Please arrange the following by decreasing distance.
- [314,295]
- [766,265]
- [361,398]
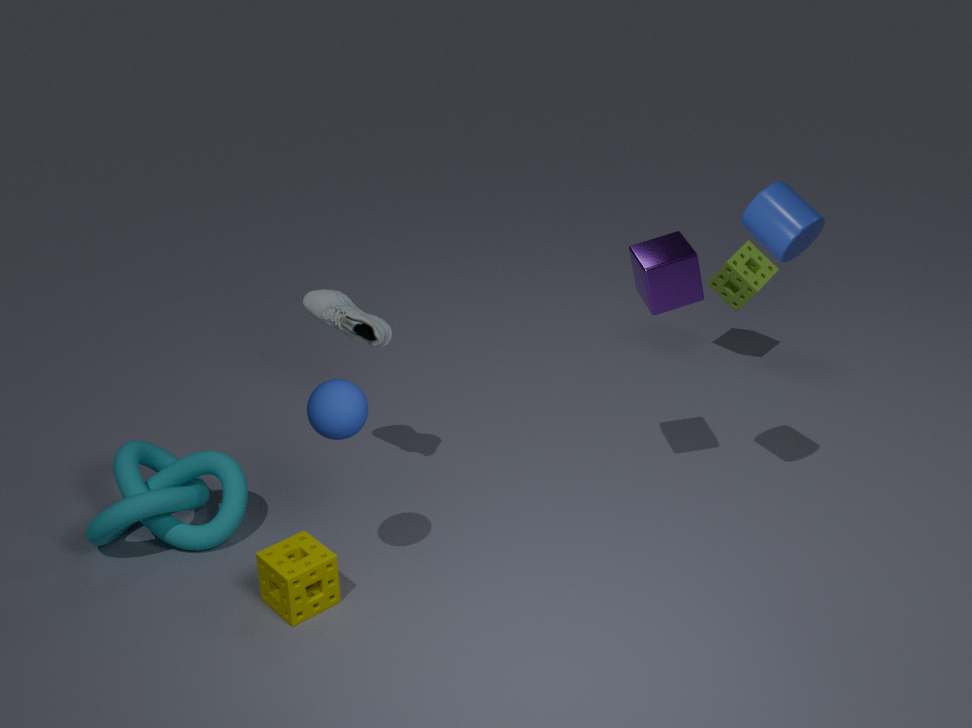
[766,265] → [314,295] → [361,398]
